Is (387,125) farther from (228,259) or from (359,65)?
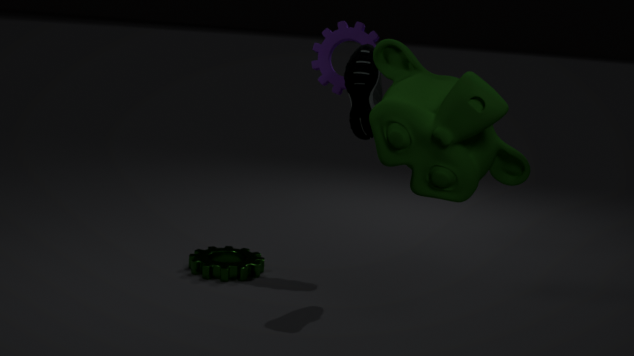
(228,259)
